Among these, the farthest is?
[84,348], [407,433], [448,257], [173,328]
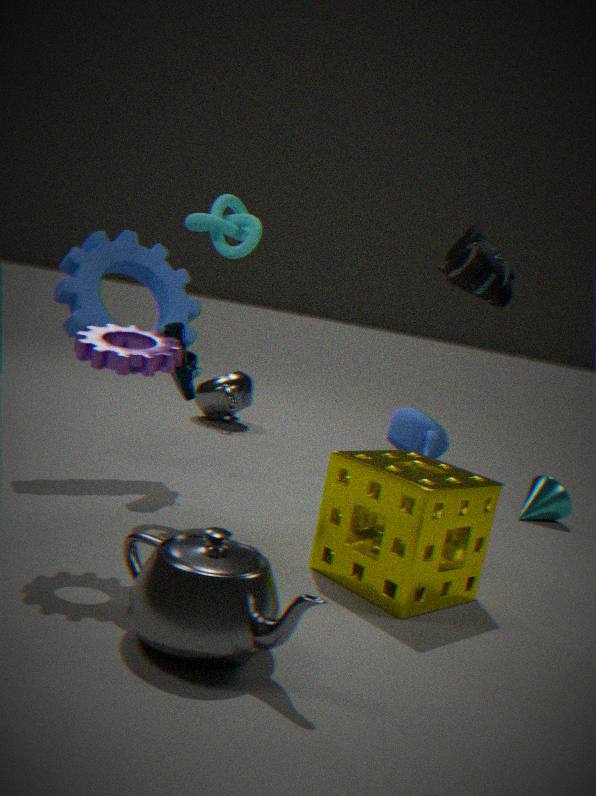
[407,433]
